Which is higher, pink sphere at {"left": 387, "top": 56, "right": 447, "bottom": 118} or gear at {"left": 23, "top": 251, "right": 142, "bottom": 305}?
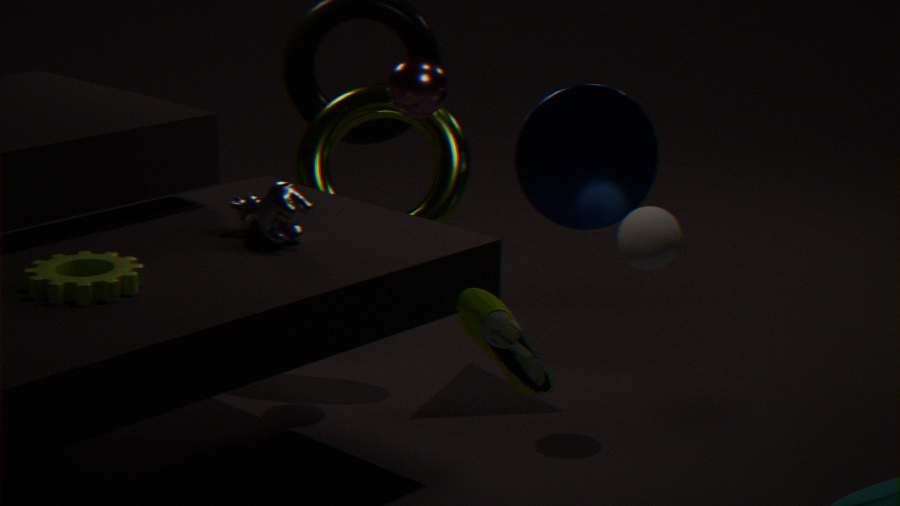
pink sphere at {"left": 387, "top": 56, "right": 447, "bottom": 118}
